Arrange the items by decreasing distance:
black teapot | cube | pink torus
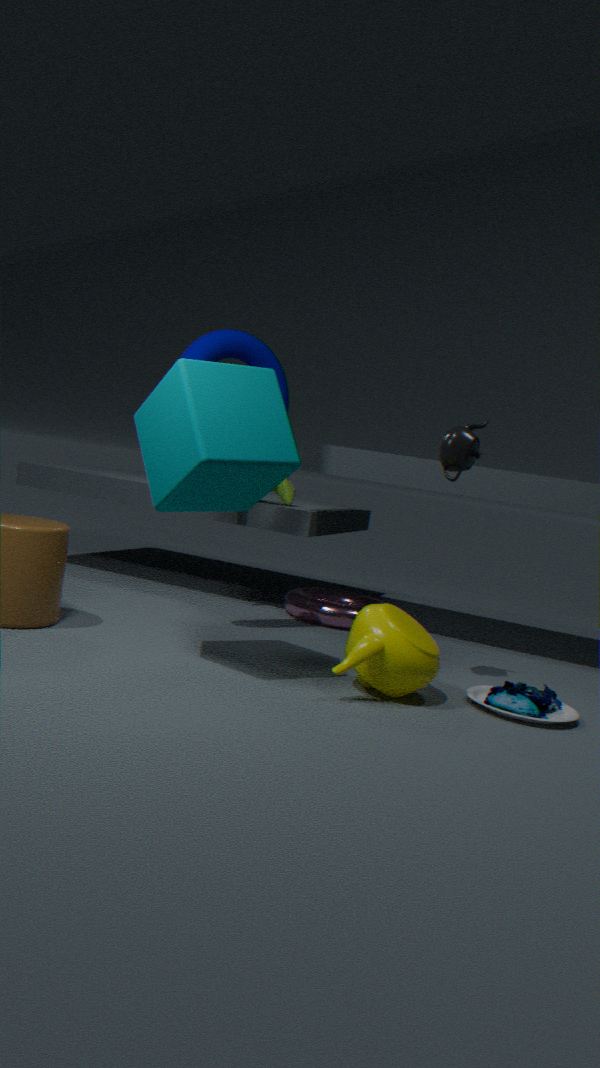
1. pink torus
2. black teapot
3. cube
